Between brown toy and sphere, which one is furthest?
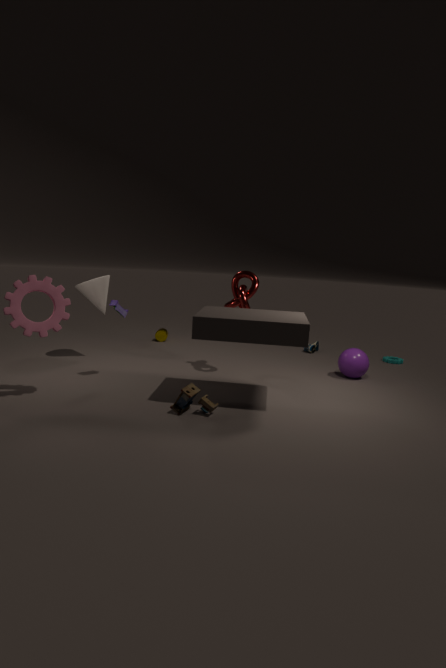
sphere
